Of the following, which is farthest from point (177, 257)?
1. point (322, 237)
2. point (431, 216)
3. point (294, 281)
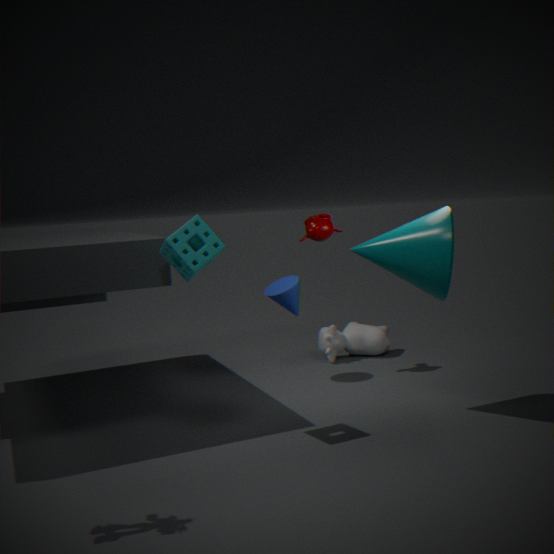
point (322, 237)
